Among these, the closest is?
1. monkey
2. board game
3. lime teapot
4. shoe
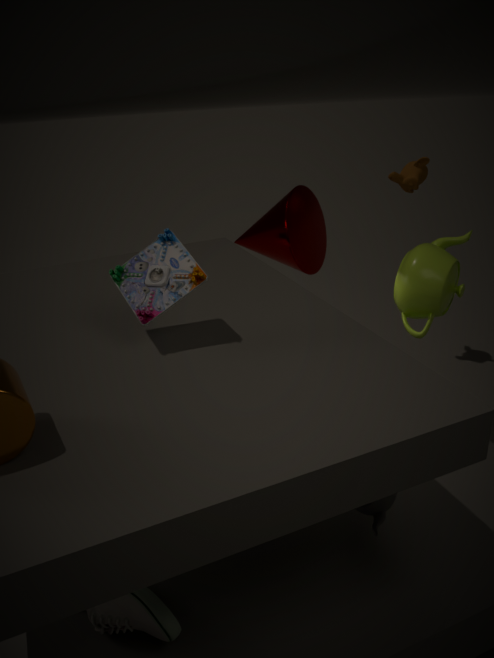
shoe
